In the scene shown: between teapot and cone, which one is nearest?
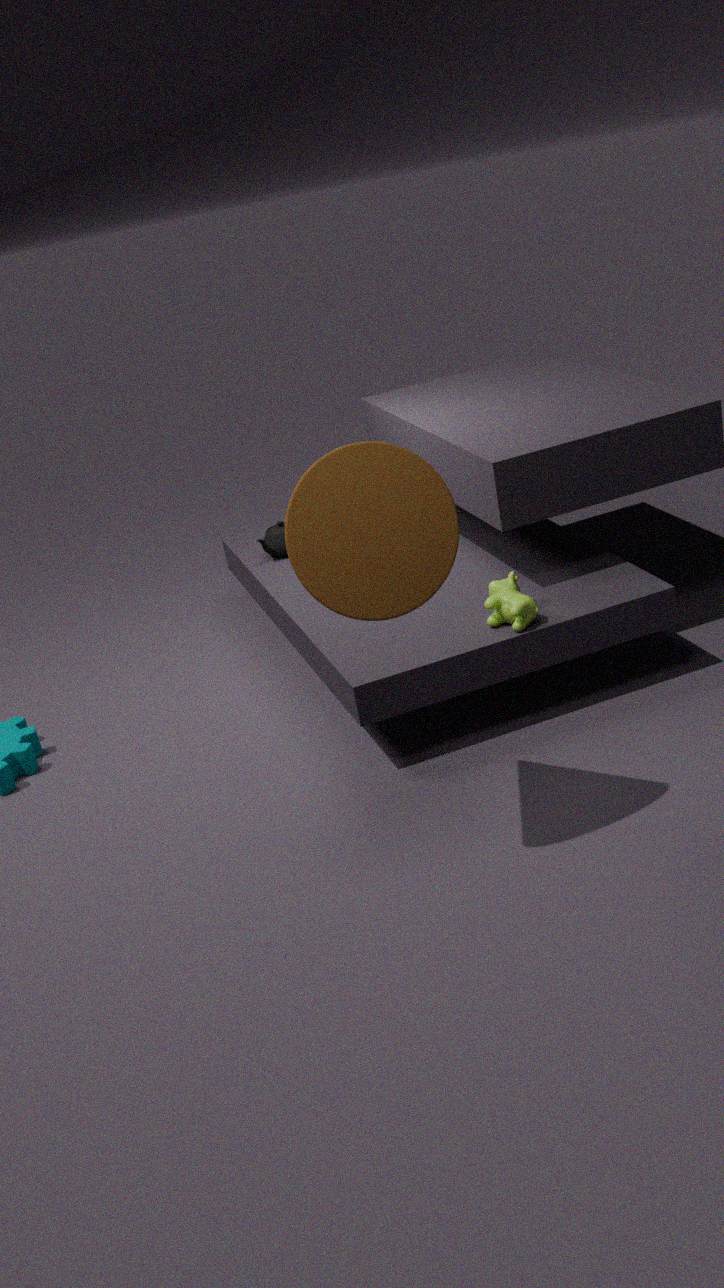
cone
